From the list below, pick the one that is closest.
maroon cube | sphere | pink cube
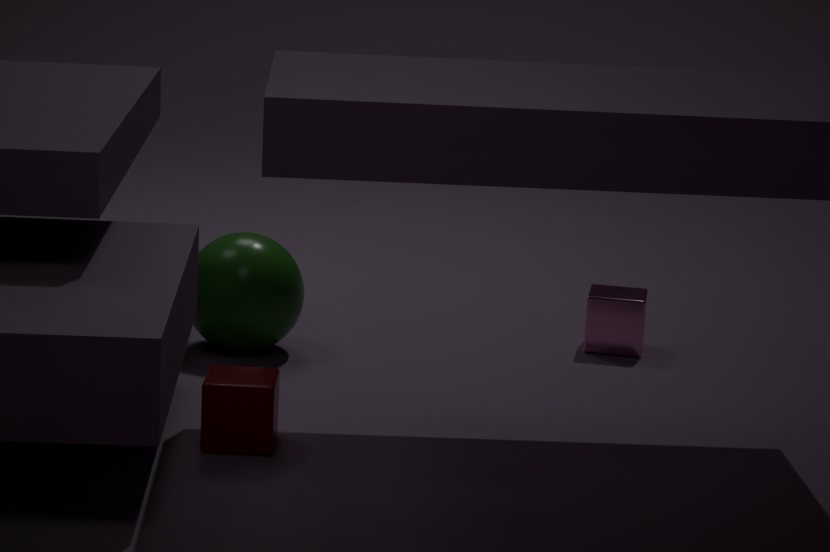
maroon cube
